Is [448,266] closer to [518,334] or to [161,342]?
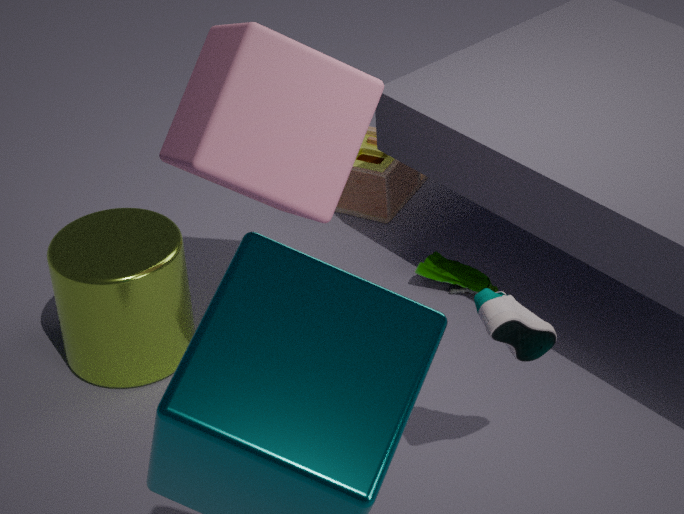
[161,342]
